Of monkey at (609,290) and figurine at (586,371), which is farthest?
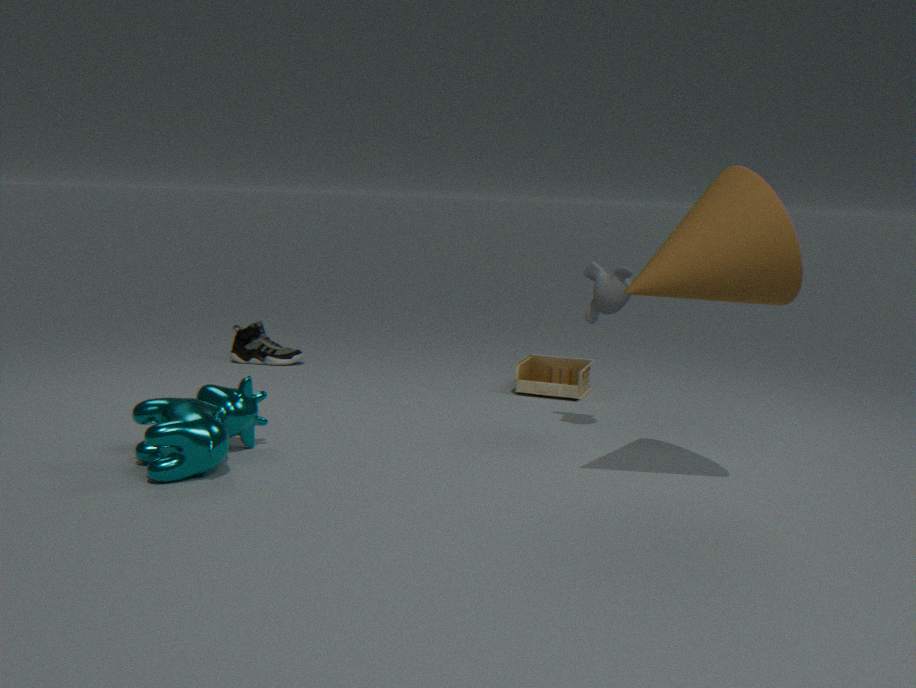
figurine at (586,371)
